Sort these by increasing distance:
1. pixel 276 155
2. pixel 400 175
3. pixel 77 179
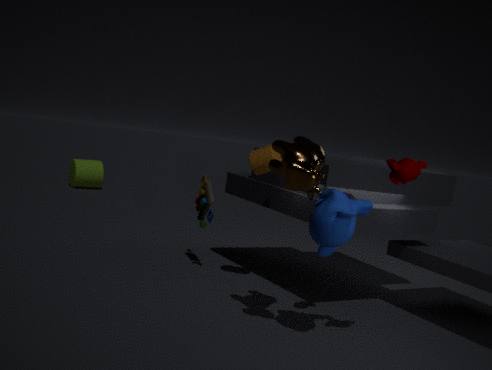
pixel 400 175 → pixel 276 155 → pixel 77 179
